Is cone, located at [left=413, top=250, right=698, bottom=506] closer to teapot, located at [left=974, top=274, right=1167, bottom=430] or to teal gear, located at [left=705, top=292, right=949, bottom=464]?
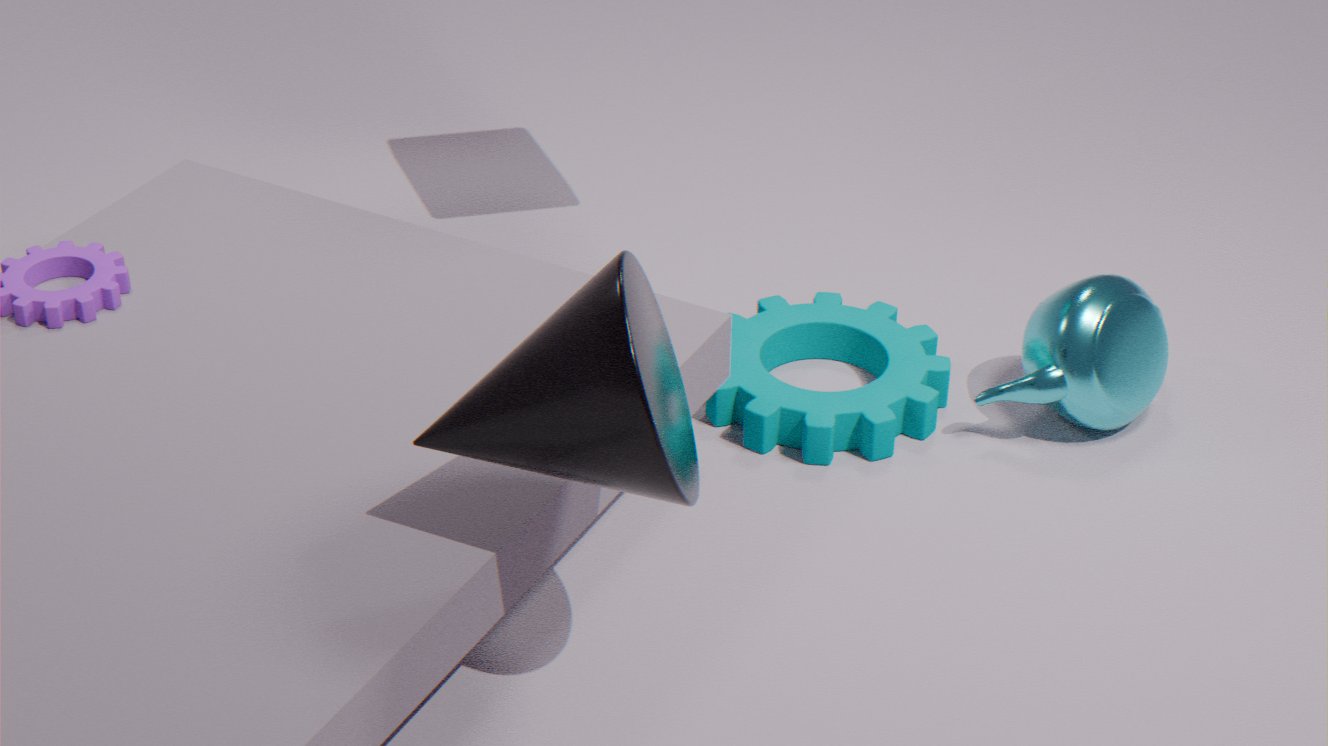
teal gear, located at [left=705, top=292, right=949, bottom=464]
